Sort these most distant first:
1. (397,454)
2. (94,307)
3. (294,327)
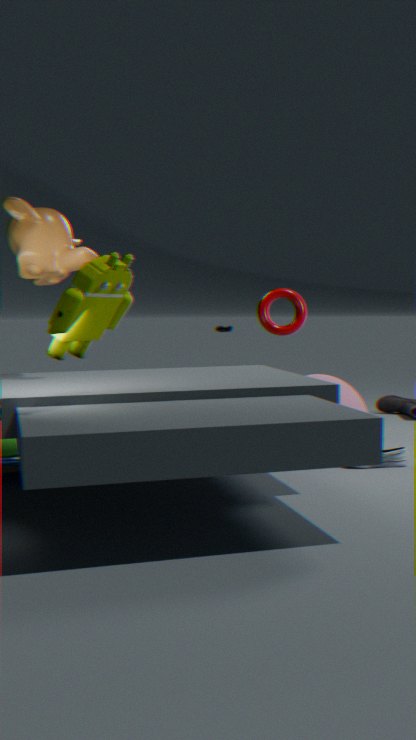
(294,327) < (397,454) < (94,307)
